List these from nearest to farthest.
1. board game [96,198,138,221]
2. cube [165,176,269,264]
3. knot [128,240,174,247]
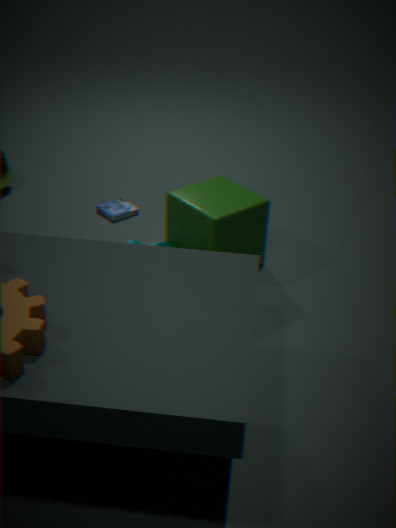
cube [165,176,269,264], knot [128,240,174,247], board game [96,198,138,221]
